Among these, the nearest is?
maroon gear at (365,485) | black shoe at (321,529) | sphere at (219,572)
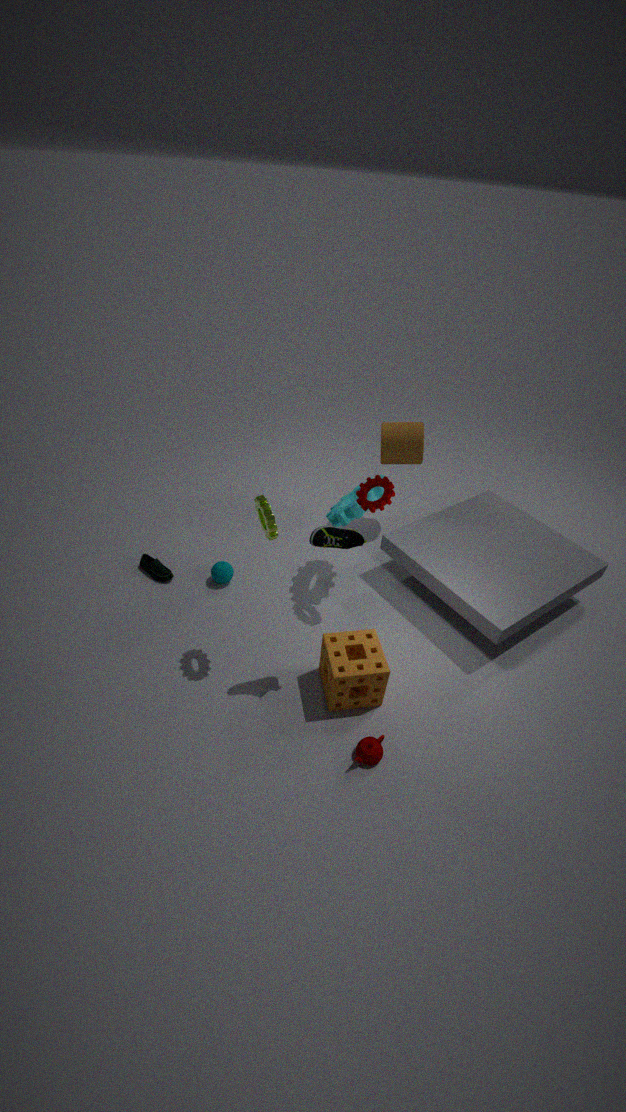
black shoe at (321,529)
